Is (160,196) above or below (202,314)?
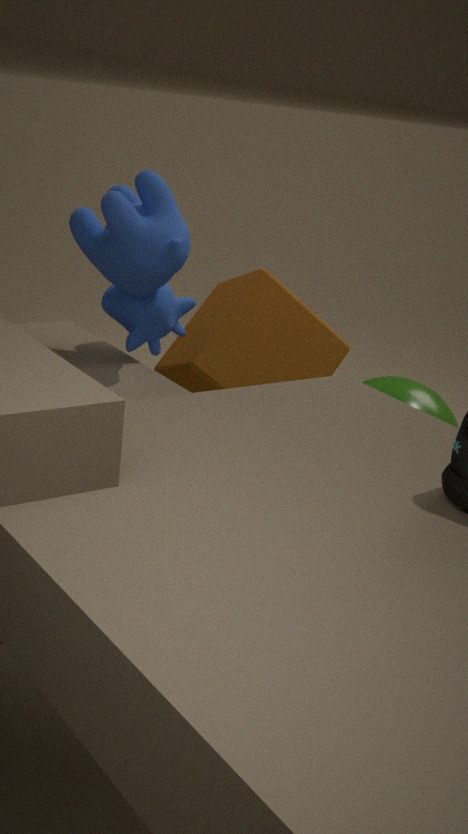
above
